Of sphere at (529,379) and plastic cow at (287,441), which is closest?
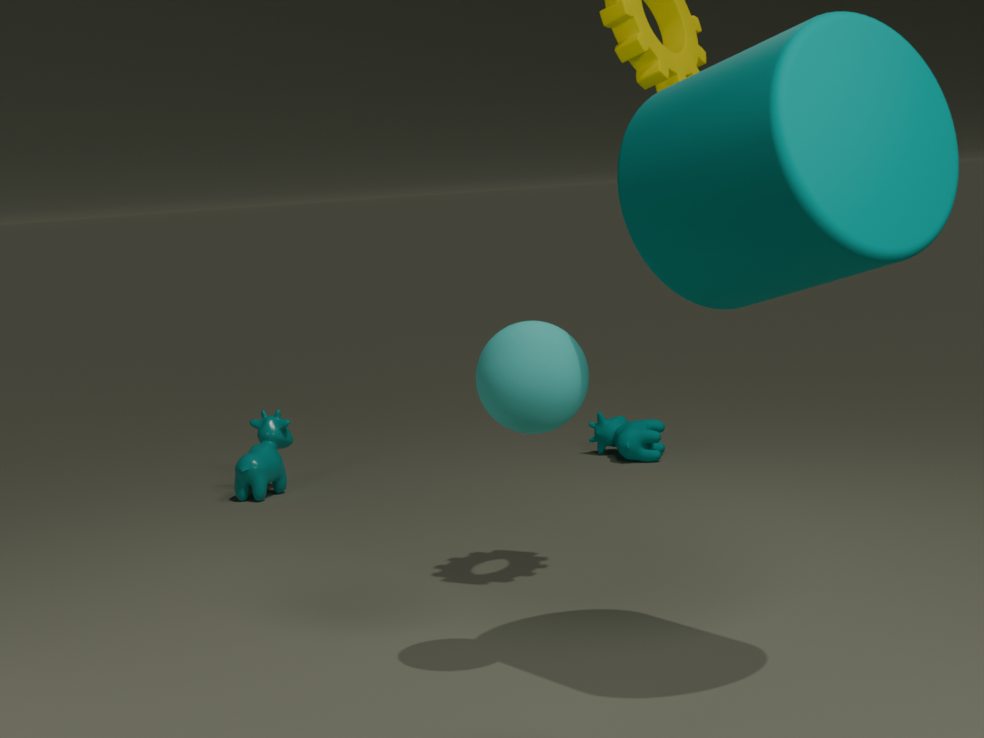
sphere at (529,379)
